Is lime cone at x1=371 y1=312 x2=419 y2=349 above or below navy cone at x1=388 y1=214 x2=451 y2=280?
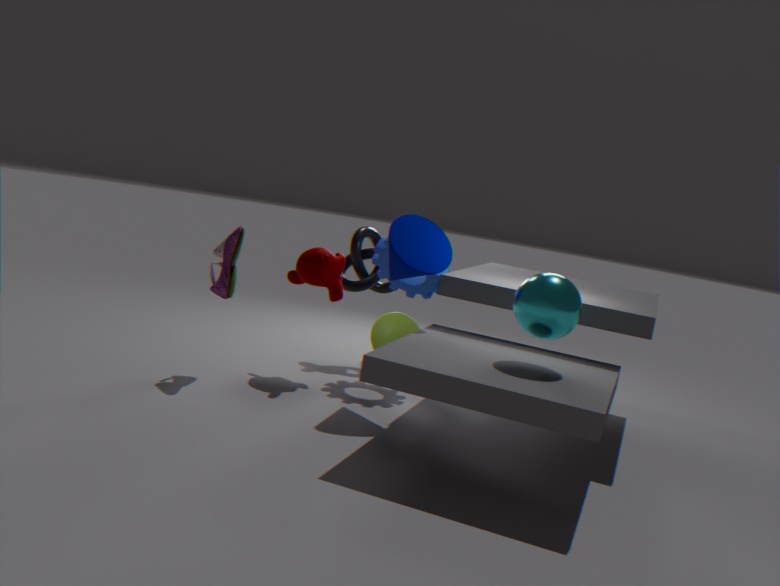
below
